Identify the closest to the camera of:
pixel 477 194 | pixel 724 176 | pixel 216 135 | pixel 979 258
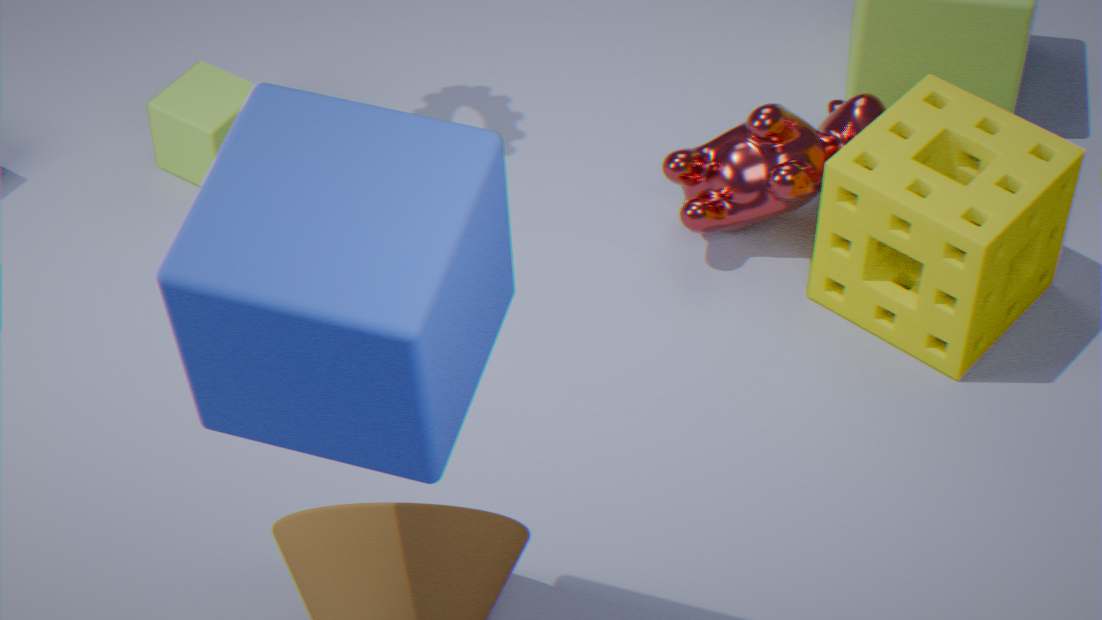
pixel 477 194
